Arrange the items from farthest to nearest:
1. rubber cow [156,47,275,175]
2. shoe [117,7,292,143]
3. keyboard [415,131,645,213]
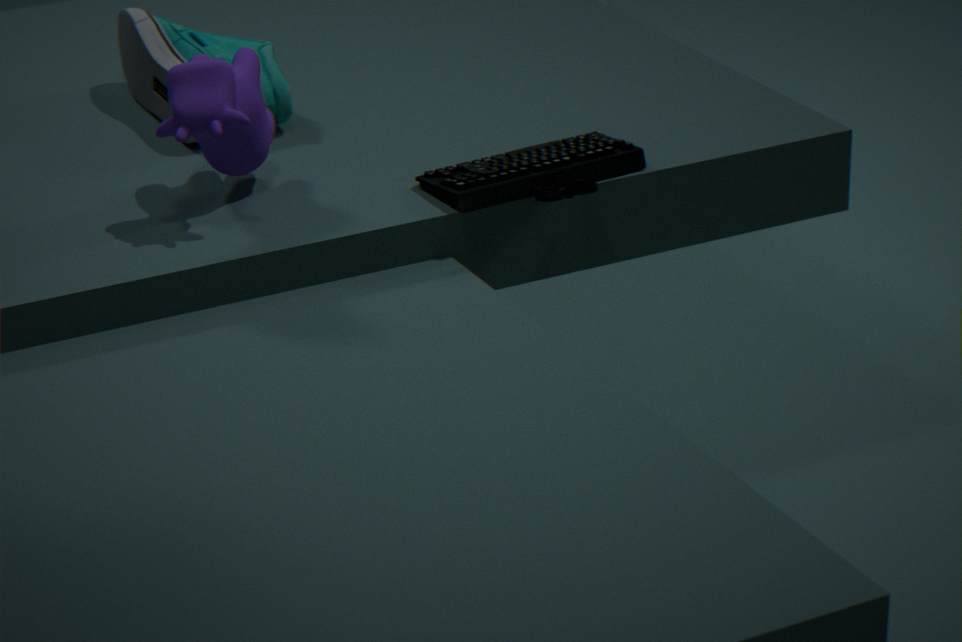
shoe [117,7,292,143] < keyboard [415,131,645,213] < rubber cow [156,47,275,175]
